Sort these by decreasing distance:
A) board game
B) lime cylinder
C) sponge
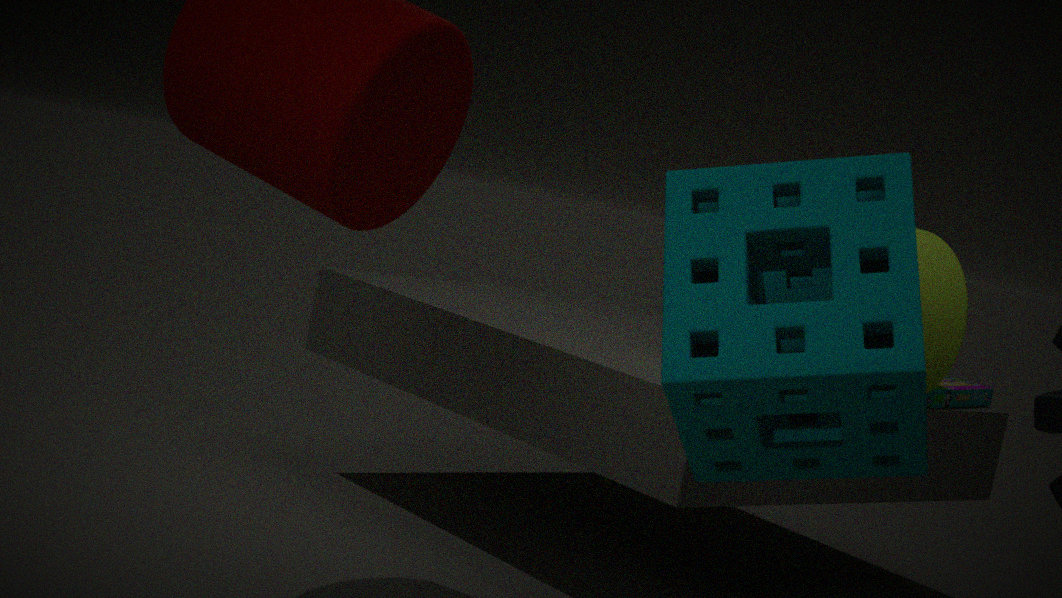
board game, lime cylinder, sponge
